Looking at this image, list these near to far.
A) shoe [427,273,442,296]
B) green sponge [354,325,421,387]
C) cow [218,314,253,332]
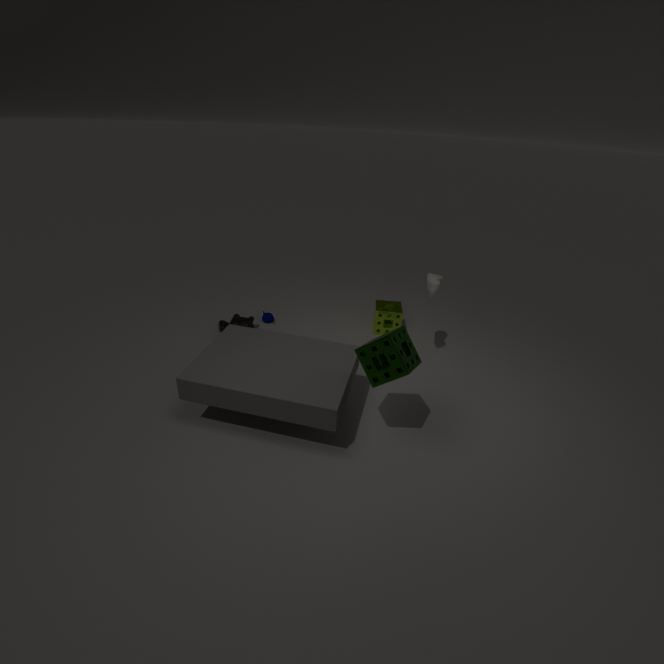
green sponge [354,325,421,387], shoe [427,273,442,296], cow [218,314,253,332]
